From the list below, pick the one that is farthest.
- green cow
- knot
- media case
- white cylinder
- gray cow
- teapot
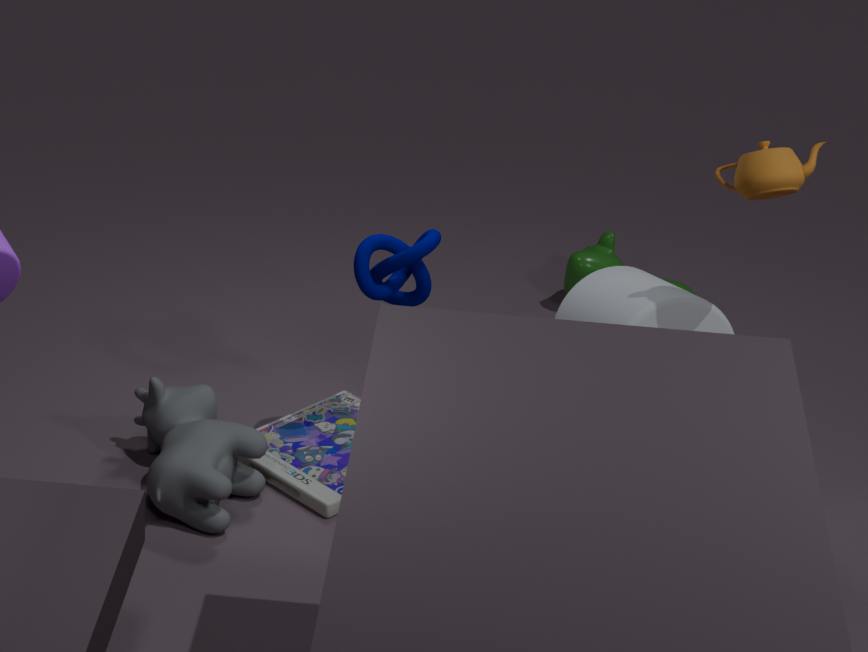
green cow
